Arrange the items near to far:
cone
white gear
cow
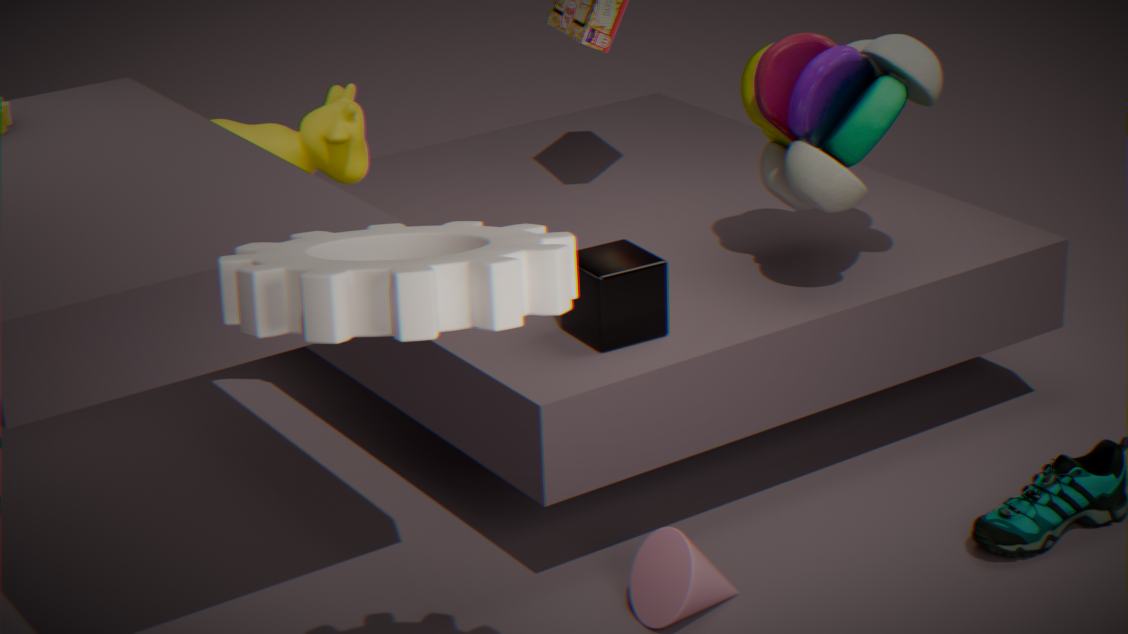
1. white gear
2. cone
3. cow
